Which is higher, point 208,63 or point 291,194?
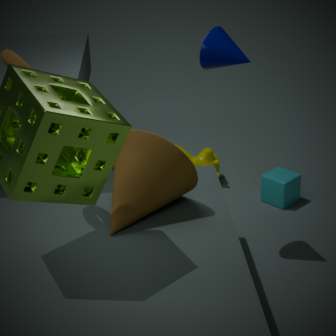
point 208,63
